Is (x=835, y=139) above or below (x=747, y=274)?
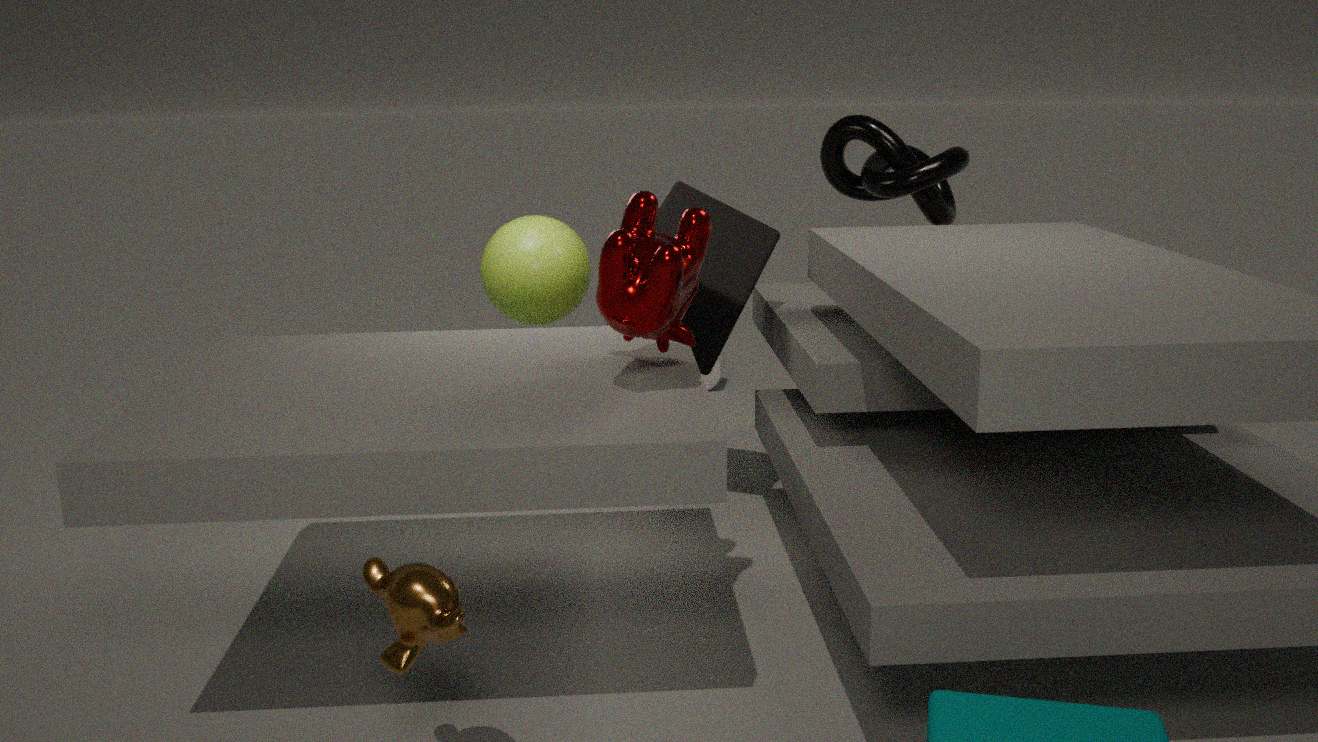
above
